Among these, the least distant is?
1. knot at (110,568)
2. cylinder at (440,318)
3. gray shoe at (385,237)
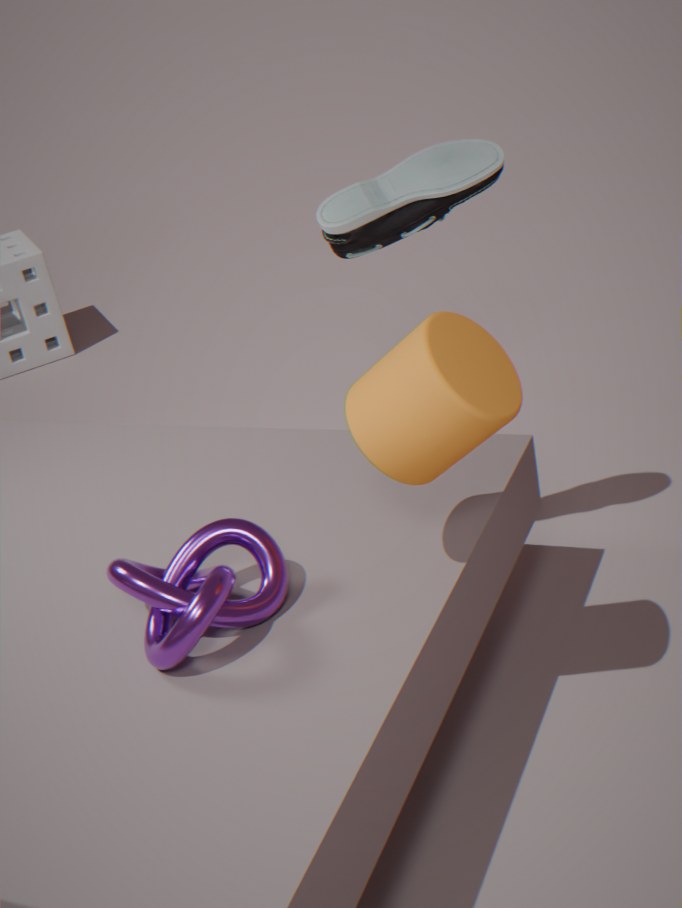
cylinder at (440,318)
